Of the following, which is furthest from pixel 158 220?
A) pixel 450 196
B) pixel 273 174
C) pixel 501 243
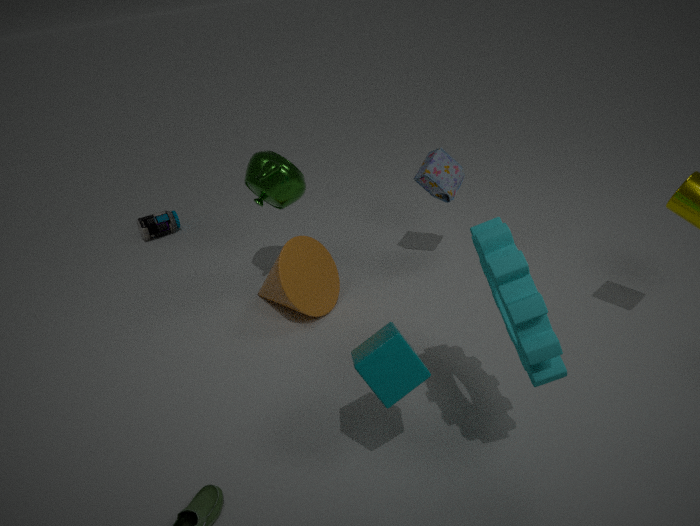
pixel 501 243
